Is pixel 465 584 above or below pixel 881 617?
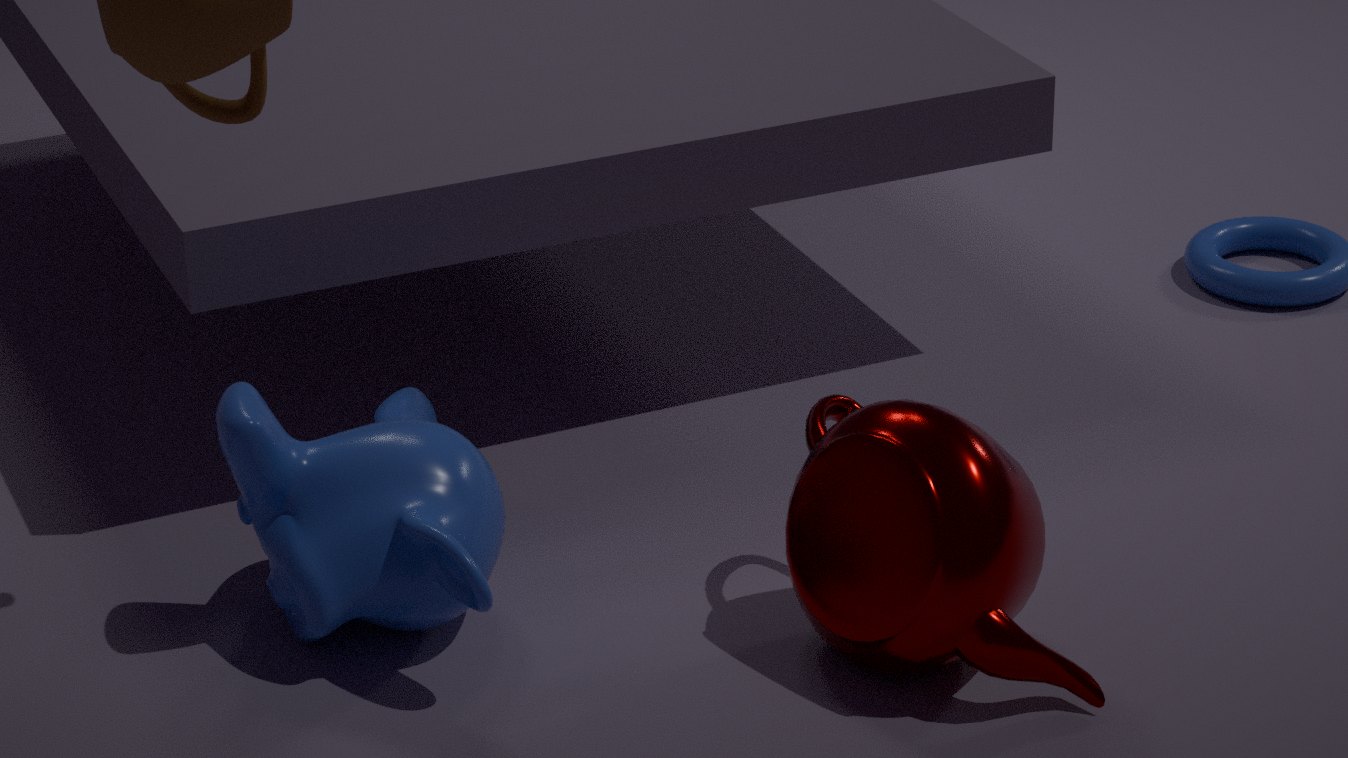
below
